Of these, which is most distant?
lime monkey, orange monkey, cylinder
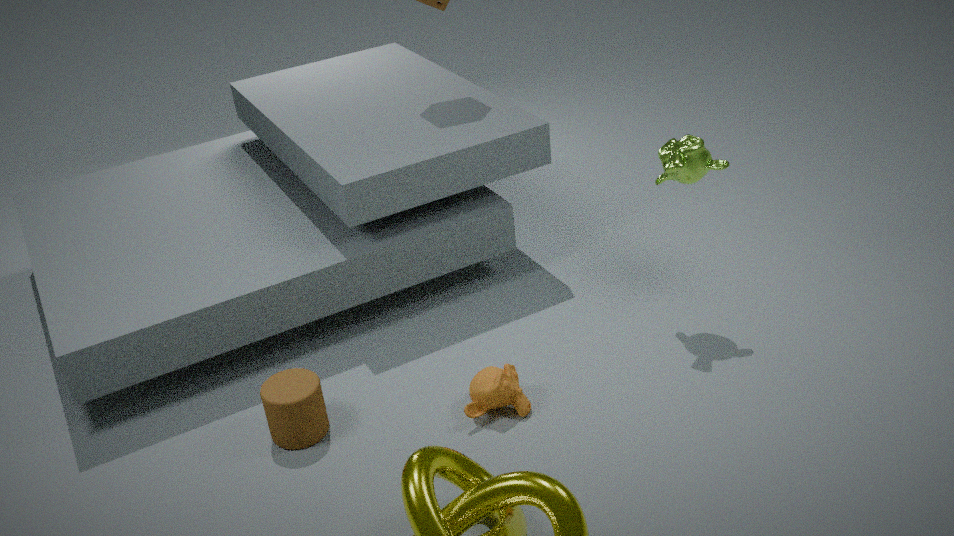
lime monkey
